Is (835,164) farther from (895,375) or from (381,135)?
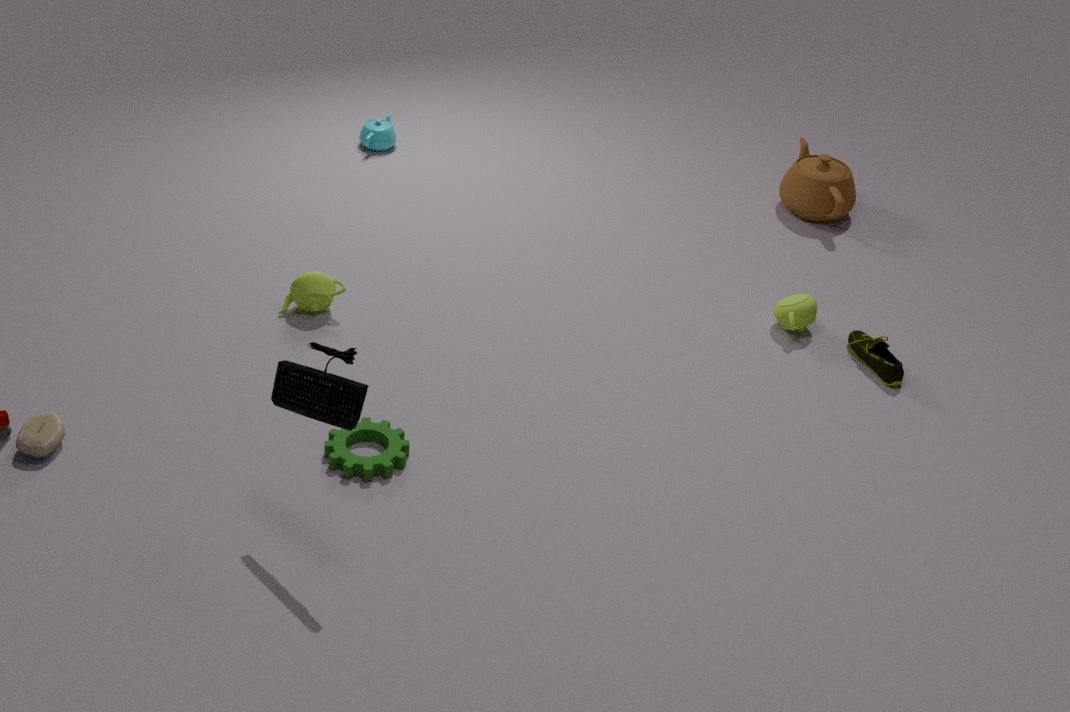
(381,135)
